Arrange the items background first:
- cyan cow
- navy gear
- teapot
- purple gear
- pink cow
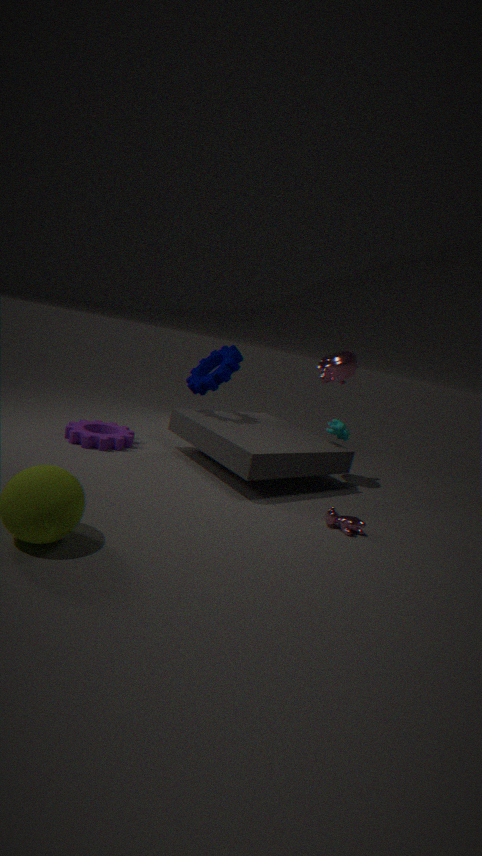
1. navy gear
2. cyan cow
3. teapot
4. purple gear
5. pink cow
